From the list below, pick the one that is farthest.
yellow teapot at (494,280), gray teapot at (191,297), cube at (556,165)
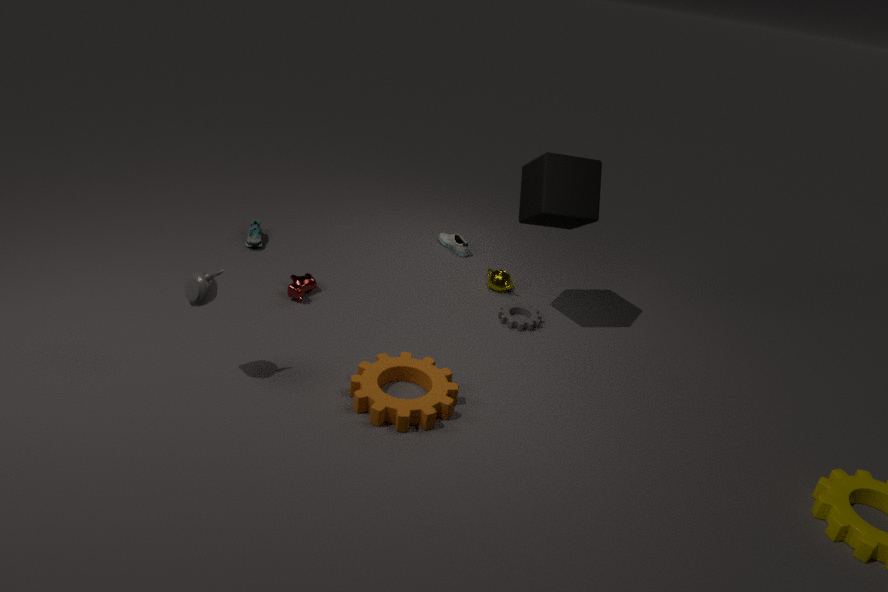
yellow teapot at (494,280)
